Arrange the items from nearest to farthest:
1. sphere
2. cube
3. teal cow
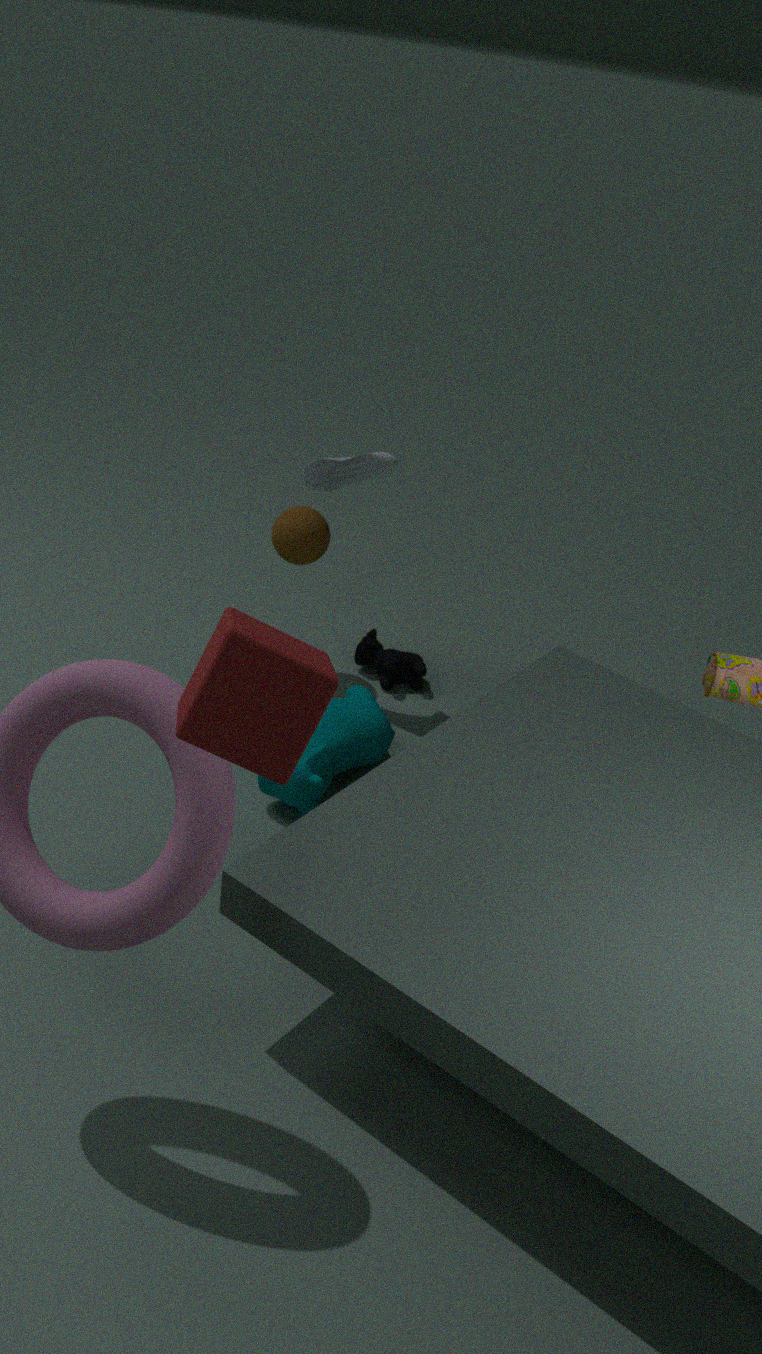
cube < teal cow < sphere
